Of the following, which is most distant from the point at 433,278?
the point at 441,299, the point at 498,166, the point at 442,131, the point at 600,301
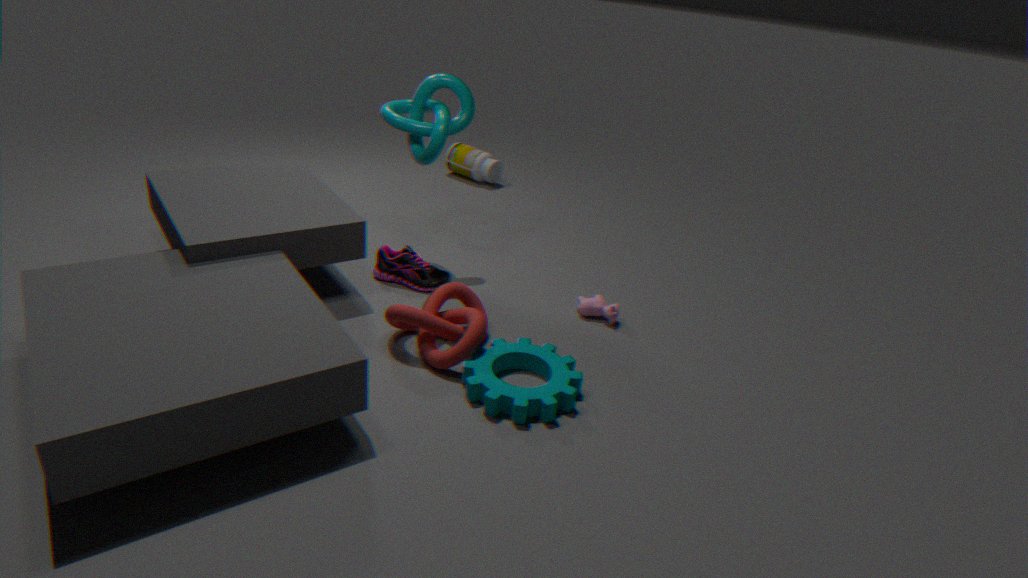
the point at 498,166
